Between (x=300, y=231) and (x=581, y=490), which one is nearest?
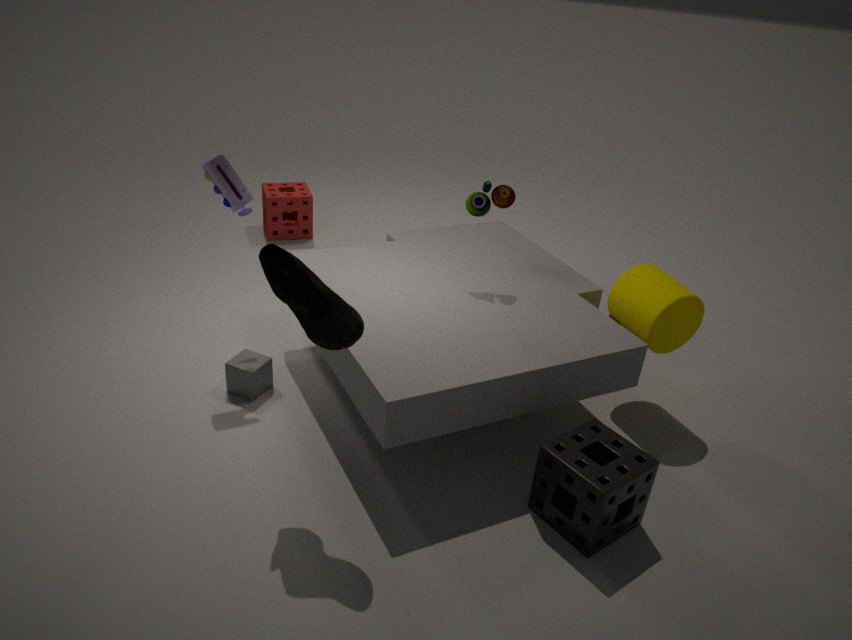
(x=581, y=490)
